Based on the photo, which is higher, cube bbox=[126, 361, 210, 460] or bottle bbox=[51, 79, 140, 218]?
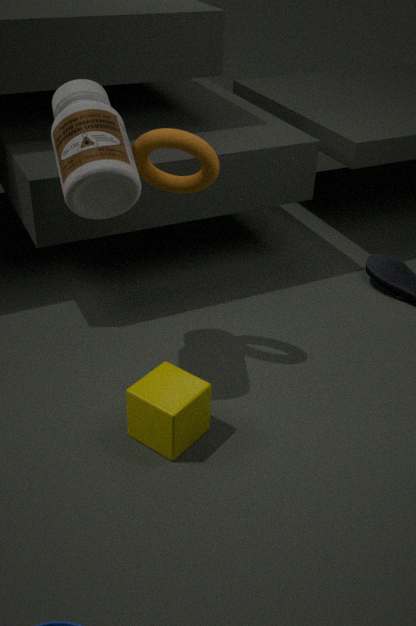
bottle bbox=[51, 79, 140, 218]
